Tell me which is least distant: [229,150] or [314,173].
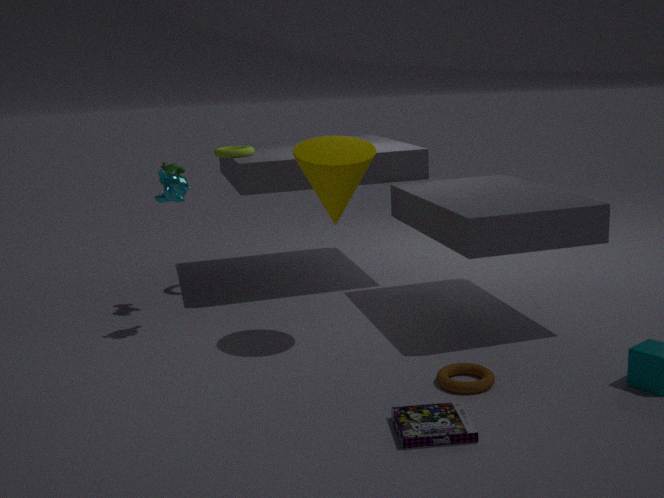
[314,173]
